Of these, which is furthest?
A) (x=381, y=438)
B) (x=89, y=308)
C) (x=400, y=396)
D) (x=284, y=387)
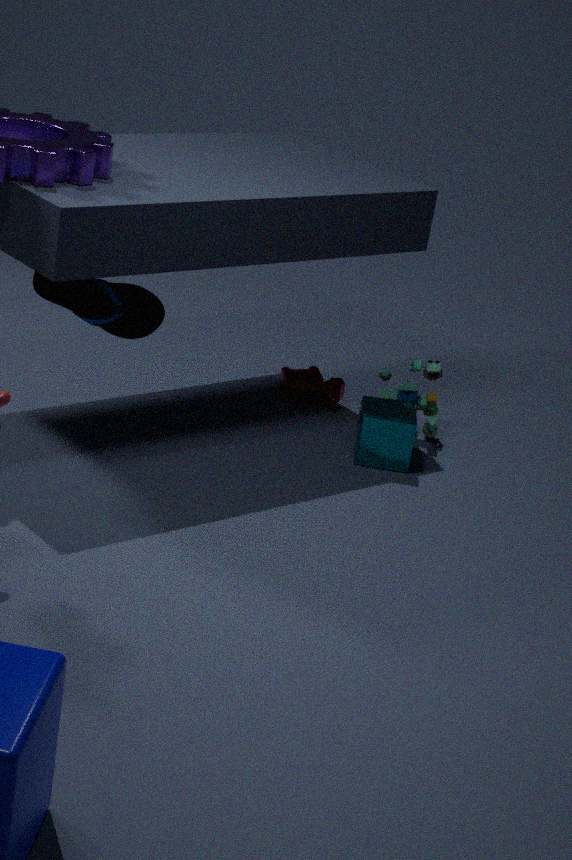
(x=284, y=387)
